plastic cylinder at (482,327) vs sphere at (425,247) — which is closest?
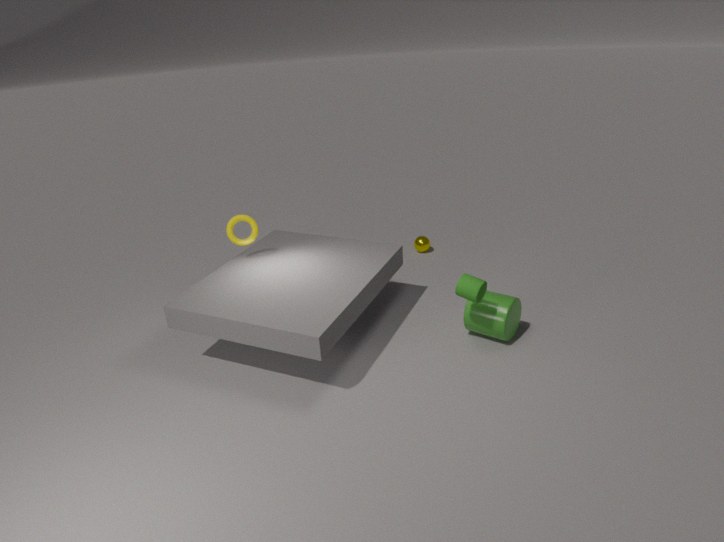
plastic cylinder at (482,327)
